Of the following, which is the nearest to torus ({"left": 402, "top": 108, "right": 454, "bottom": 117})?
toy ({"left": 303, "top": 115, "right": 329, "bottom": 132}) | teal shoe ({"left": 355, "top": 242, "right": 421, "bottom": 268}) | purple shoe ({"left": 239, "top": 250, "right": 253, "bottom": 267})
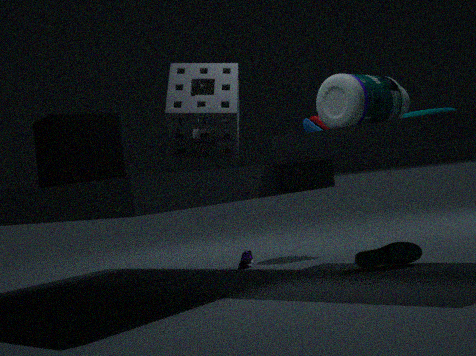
teal shoe ({"left": 355, "top": 242, "right": 421, "bottom": 268})
